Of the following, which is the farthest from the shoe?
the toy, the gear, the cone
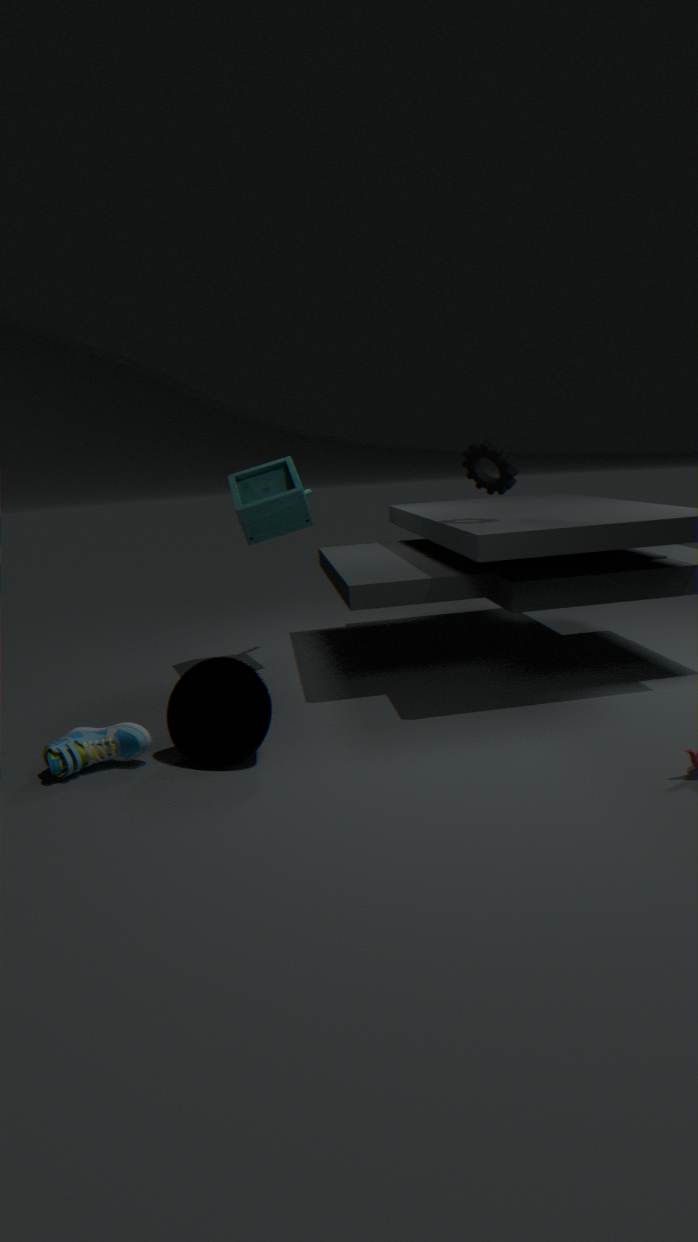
the gear
